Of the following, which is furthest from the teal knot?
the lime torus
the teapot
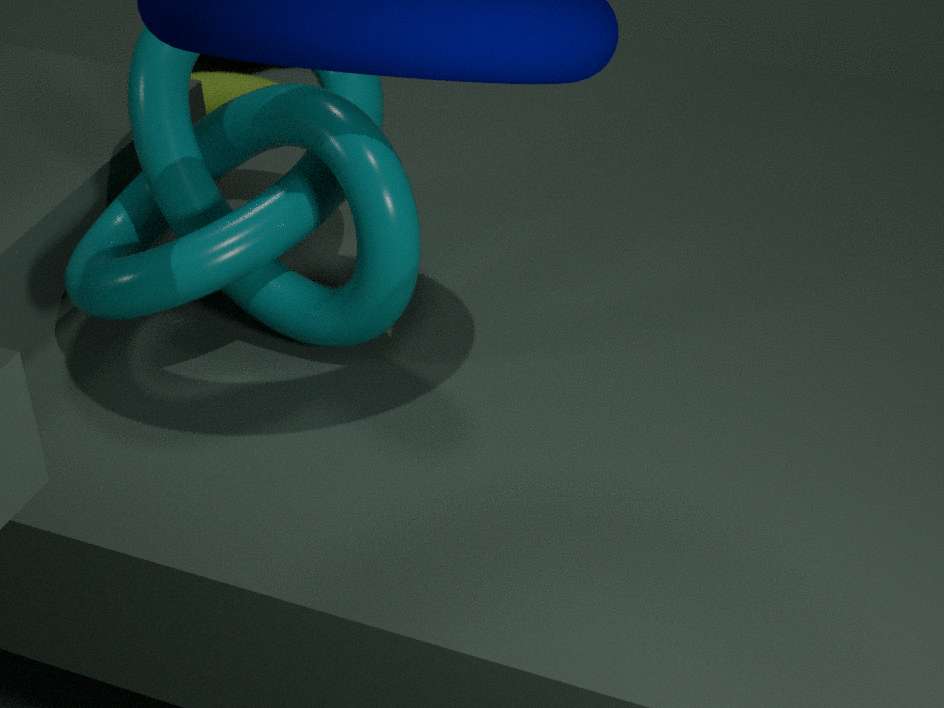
the teapot
